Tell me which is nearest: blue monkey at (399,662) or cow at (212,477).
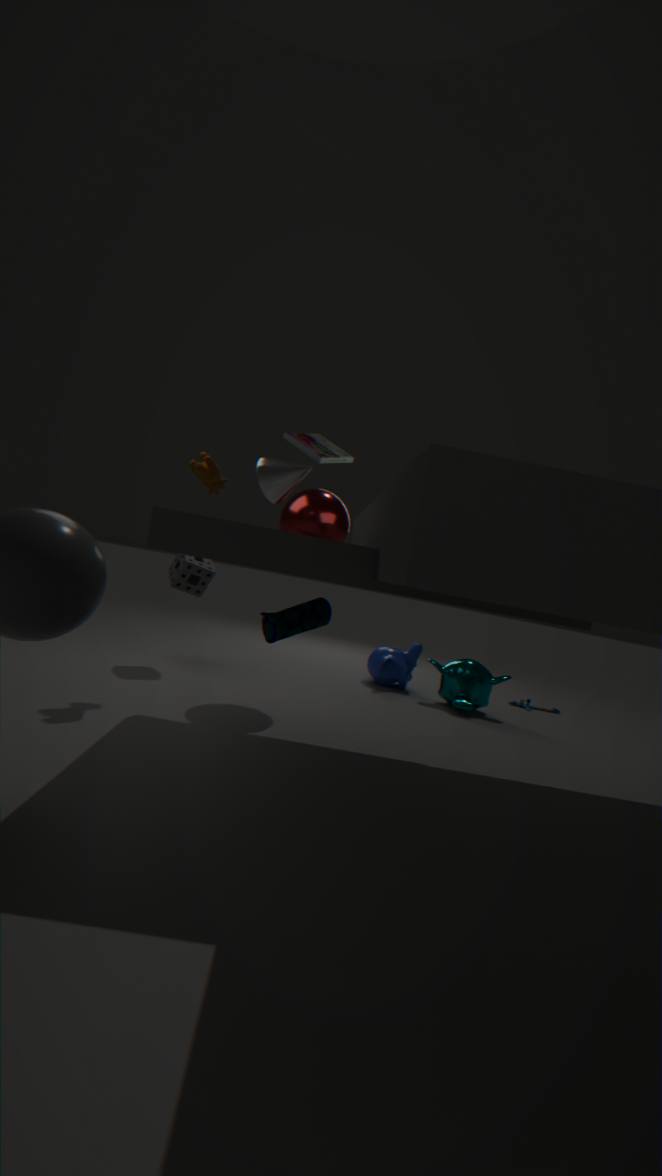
cow at (212,477)
